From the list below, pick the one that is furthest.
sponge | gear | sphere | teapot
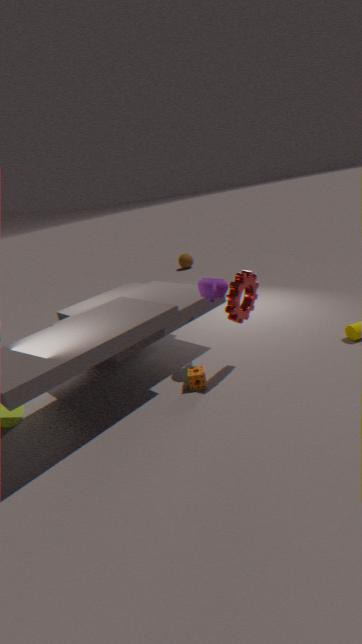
sphere
